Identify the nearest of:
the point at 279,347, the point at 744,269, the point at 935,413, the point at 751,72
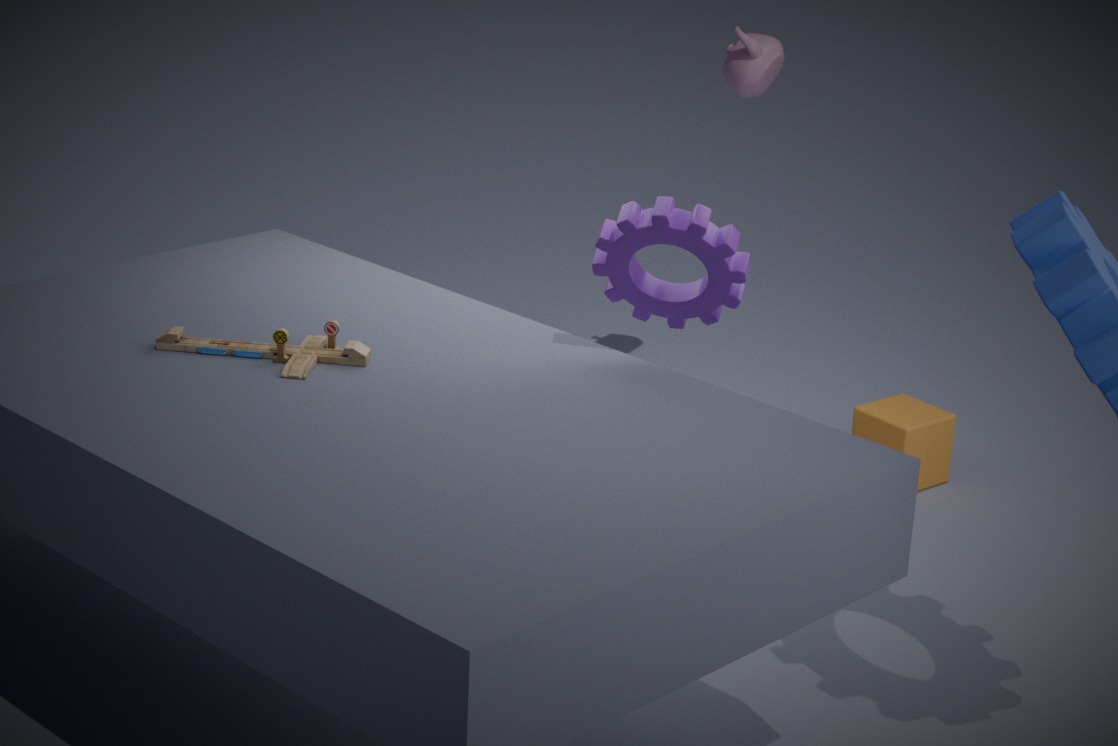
the point at 744,269
